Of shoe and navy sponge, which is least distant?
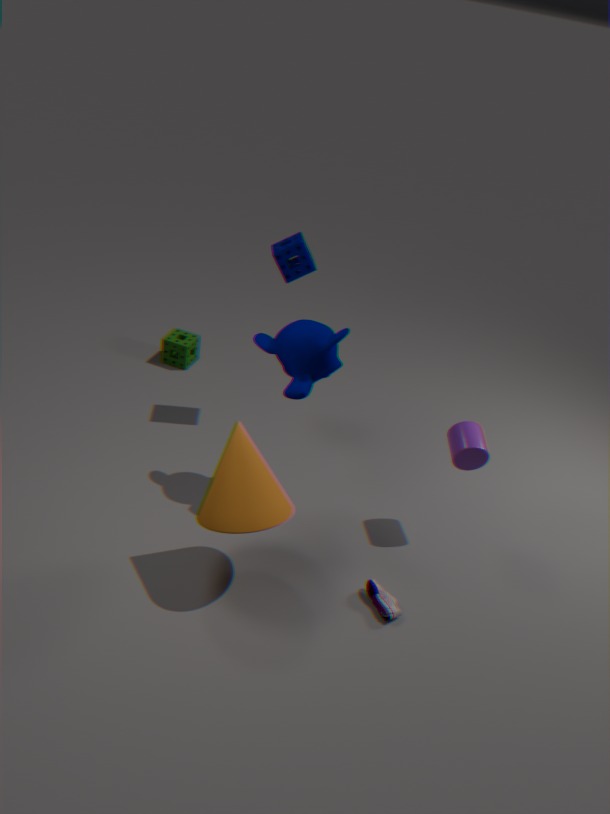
shoe
